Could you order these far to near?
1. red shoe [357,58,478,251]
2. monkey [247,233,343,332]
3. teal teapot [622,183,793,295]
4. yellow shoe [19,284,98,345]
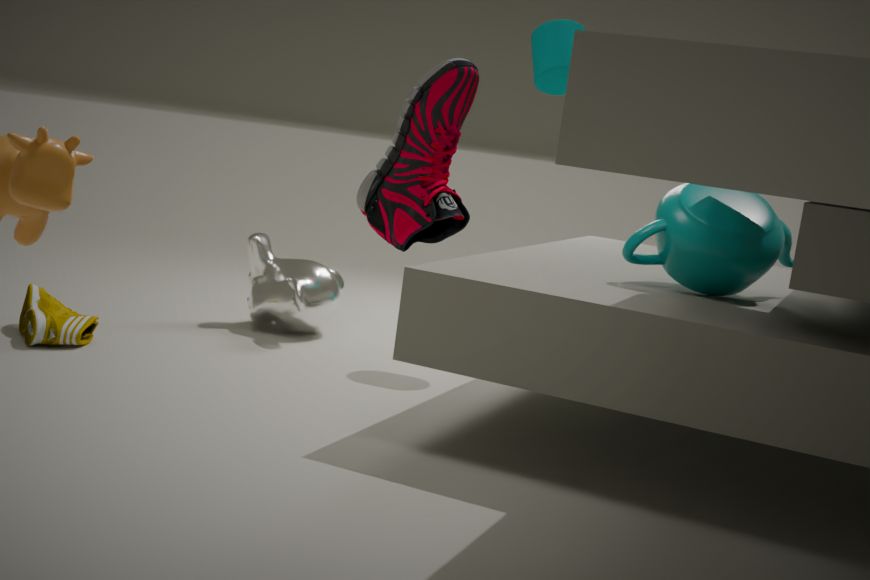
monkey [247,233,343,332]
yellow shoe [19,284,98,345]
teal teapot [622,183,793,295]
red shoe [357,58,478,251]
